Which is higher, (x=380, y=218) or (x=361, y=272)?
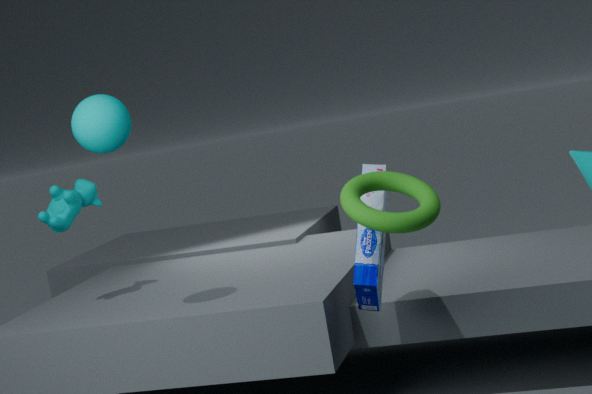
(x=380, y=218)
